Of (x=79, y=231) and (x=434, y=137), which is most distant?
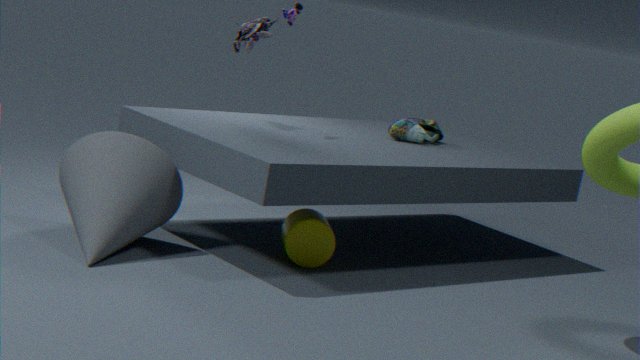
(x=434, y=137)
